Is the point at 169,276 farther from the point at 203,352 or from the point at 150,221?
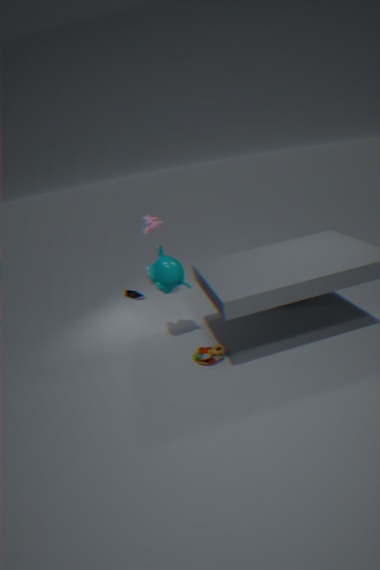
the point at 150,221
